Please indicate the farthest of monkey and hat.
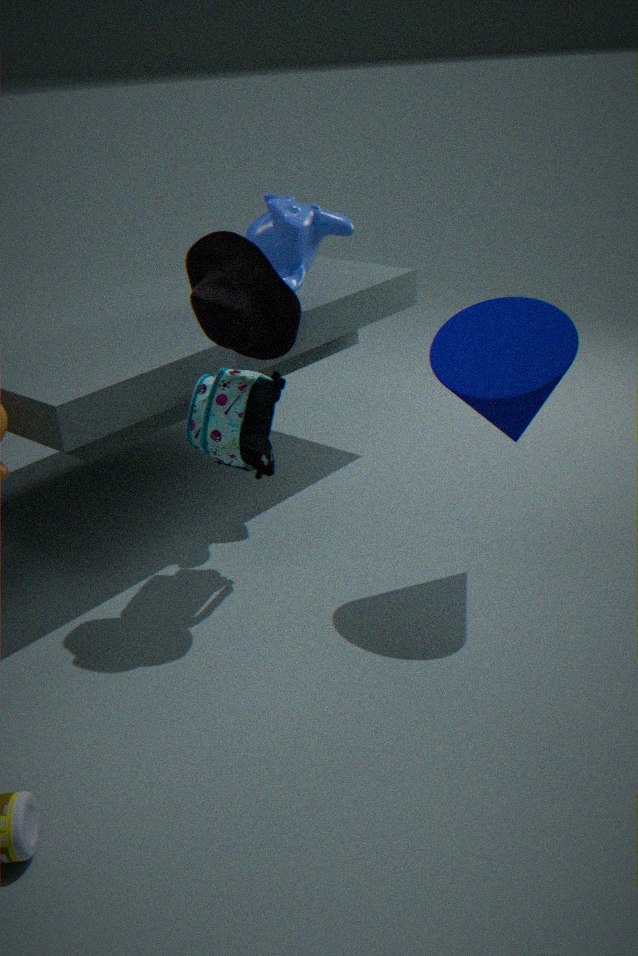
monkey
